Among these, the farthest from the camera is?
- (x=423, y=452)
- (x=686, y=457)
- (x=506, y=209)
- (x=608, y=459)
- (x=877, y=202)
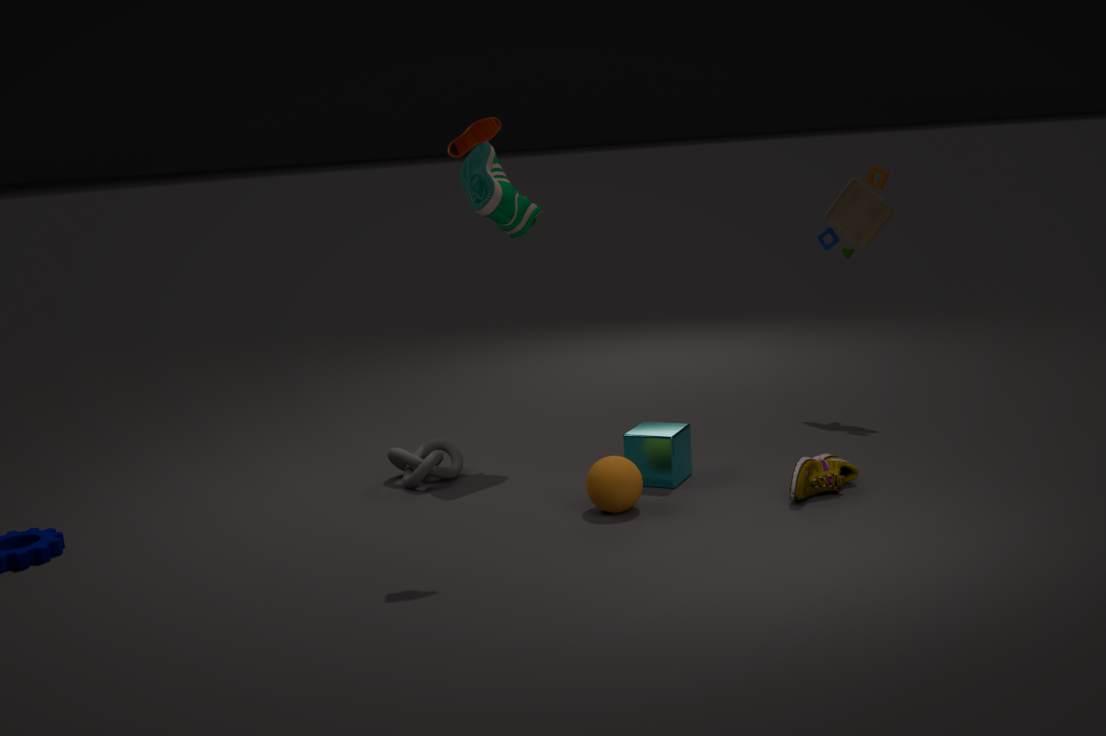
(x=877, y=202)
